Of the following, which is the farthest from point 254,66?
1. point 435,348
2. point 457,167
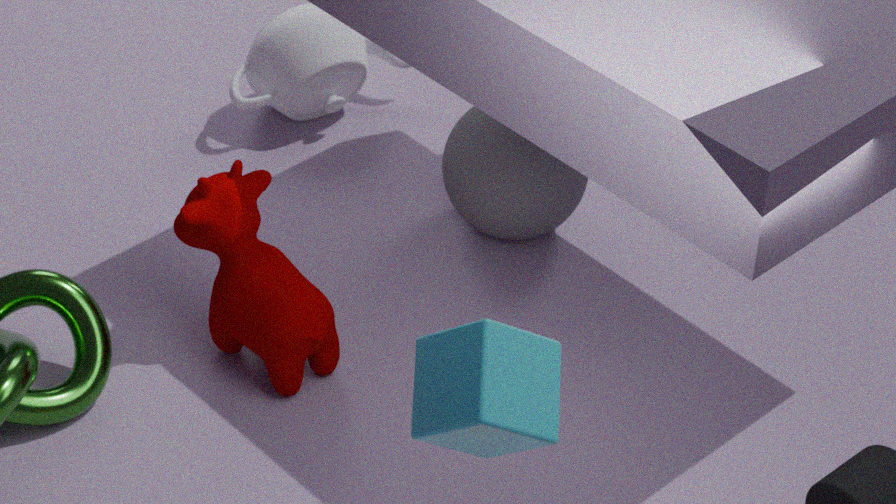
point 435,348
